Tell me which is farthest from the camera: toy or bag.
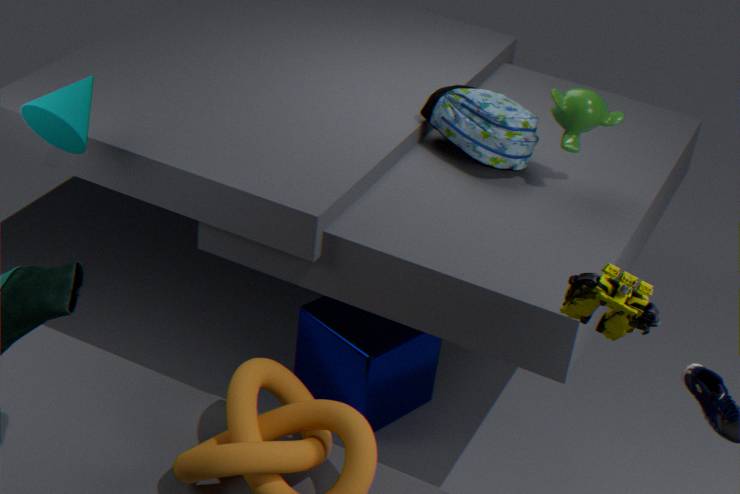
bag
